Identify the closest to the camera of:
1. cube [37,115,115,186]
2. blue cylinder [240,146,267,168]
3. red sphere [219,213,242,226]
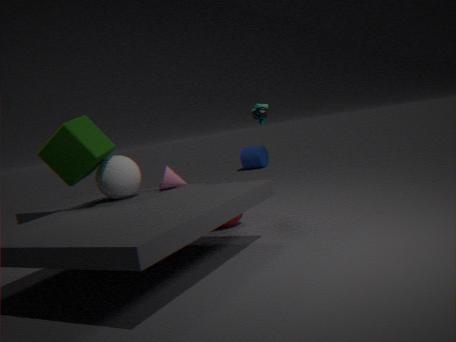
cube [37,115,115,186]
